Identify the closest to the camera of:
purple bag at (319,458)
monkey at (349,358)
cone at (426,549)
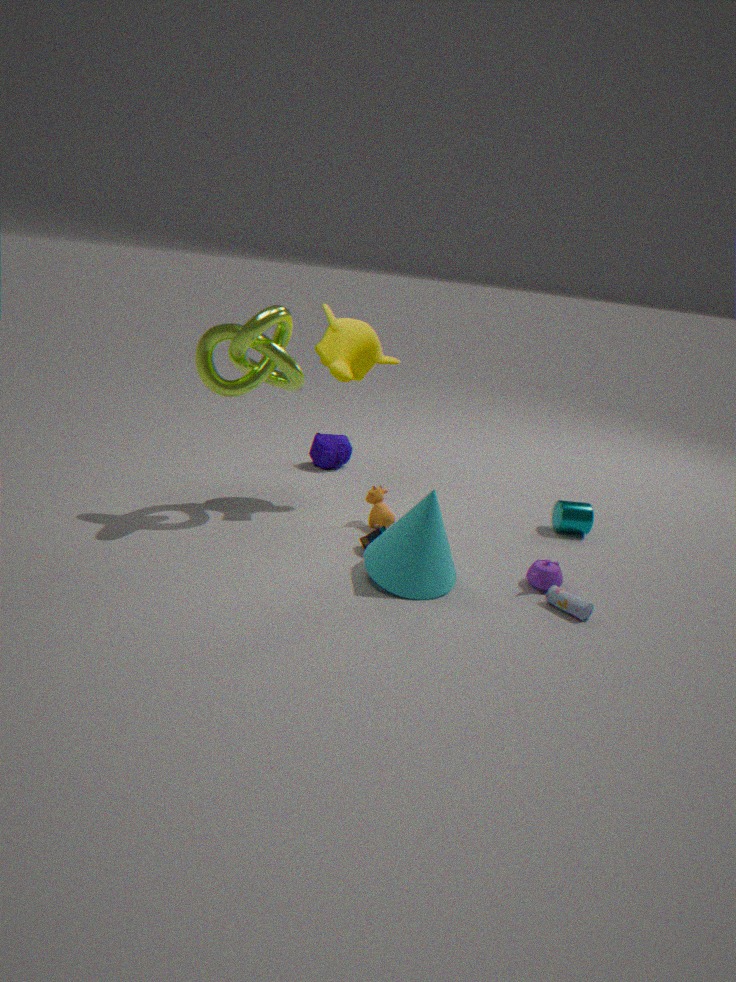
cone at (426,549)
